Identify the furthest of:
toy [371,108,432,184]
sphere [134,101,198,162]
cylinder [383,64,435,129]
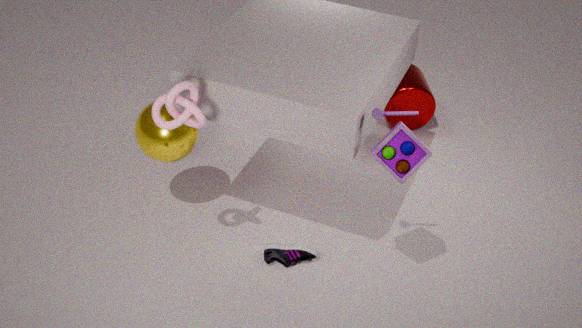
cylinder [383,64,435,129]
